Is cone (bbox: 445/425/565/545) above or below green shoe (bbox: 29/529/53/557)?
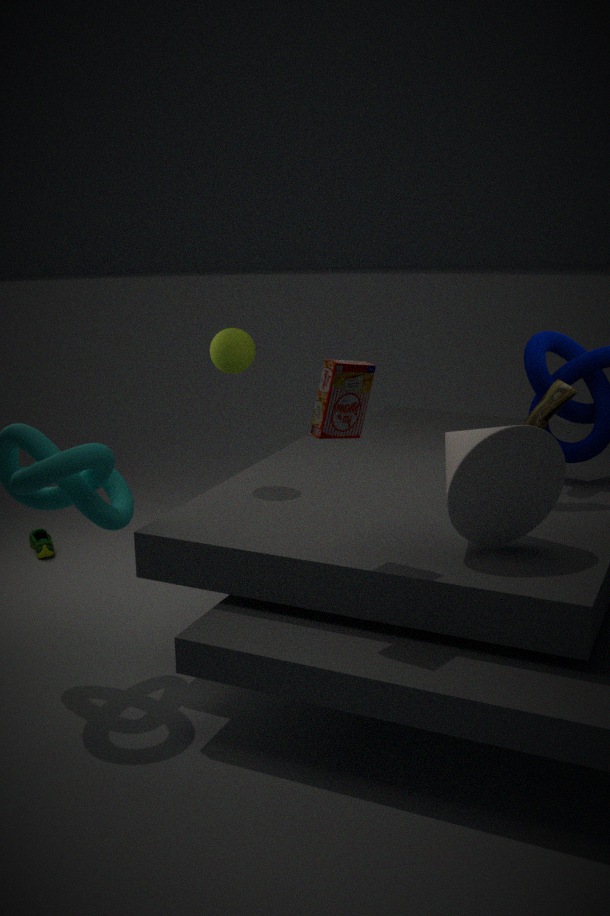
above
